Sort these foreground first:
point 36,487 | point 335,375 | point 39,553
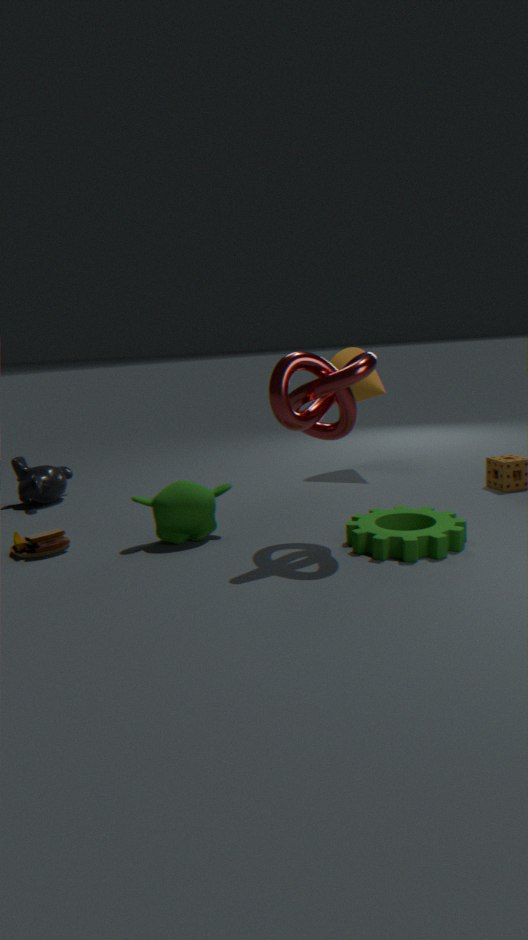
point 335,375 < point 39,553 < point 36,487
